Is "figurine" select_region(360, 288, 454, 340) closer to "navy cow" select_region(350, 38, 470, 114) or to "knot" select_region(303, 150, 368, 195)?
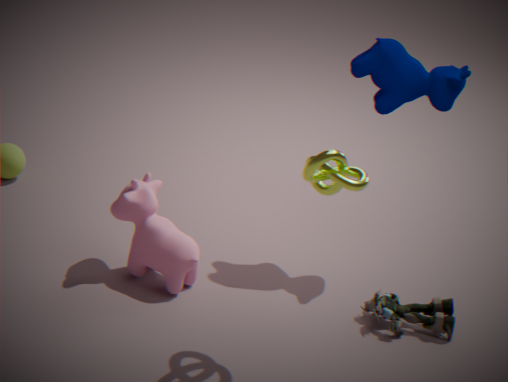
"knot" select_region(303, 150, 368, 195)
